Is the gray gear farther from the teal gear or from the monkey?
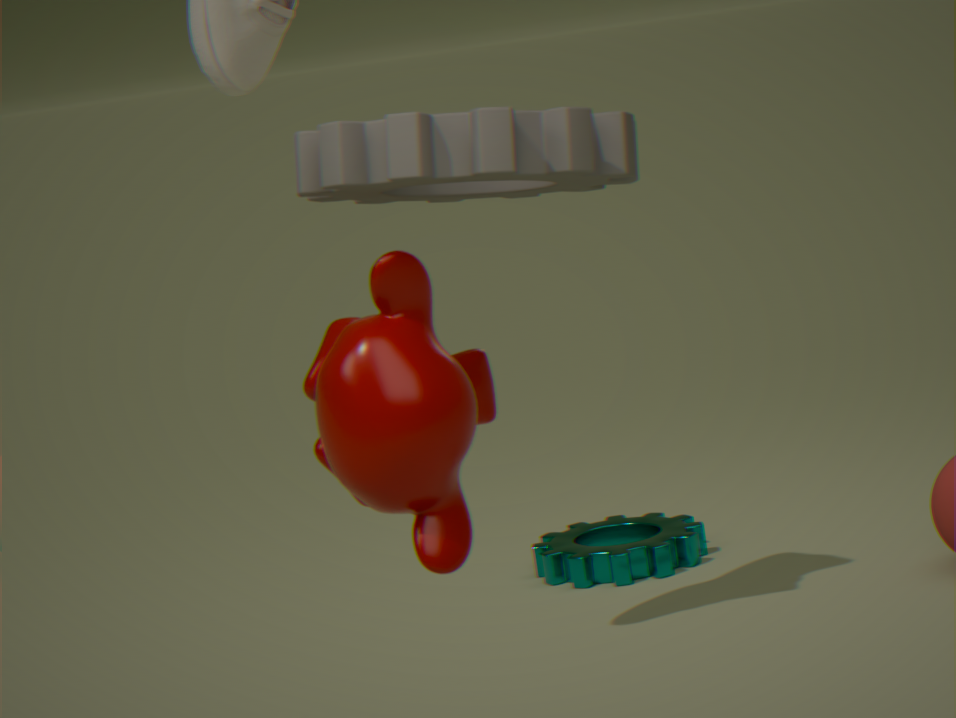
the teal gear
